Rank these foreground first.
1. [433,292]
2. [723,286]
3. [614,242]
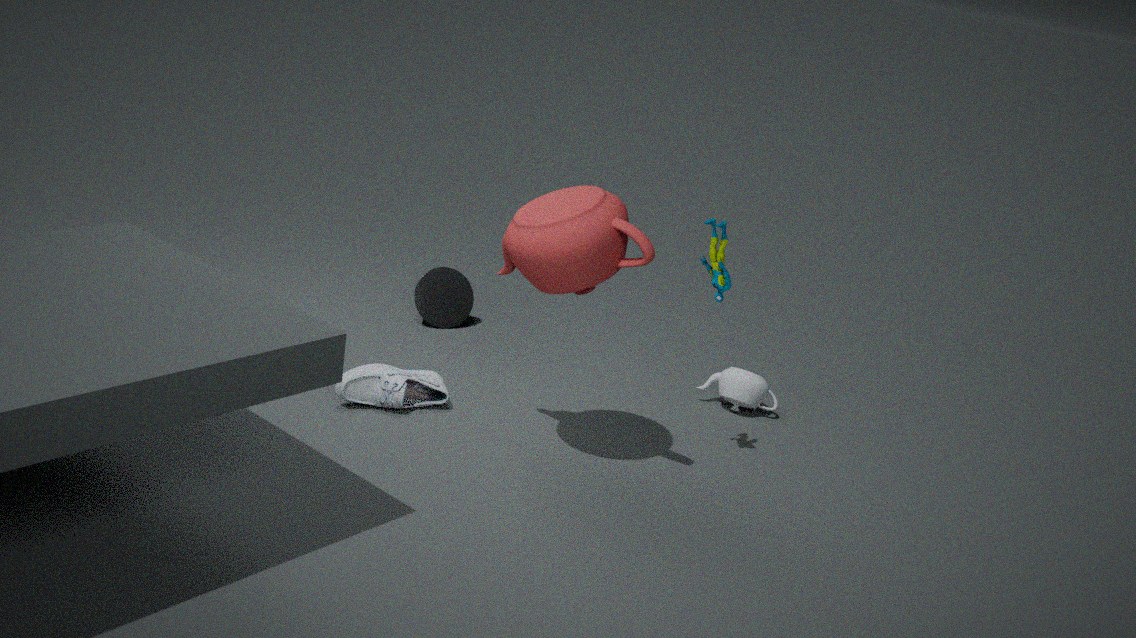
1. [614,242]
2. [723,286]
3. [433,292]
